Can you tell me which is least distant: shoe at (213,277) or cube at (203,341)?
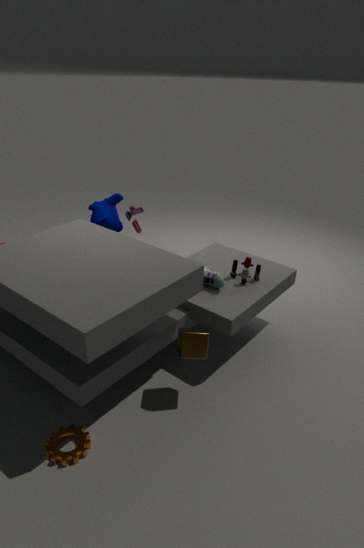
cube at (203,341)
